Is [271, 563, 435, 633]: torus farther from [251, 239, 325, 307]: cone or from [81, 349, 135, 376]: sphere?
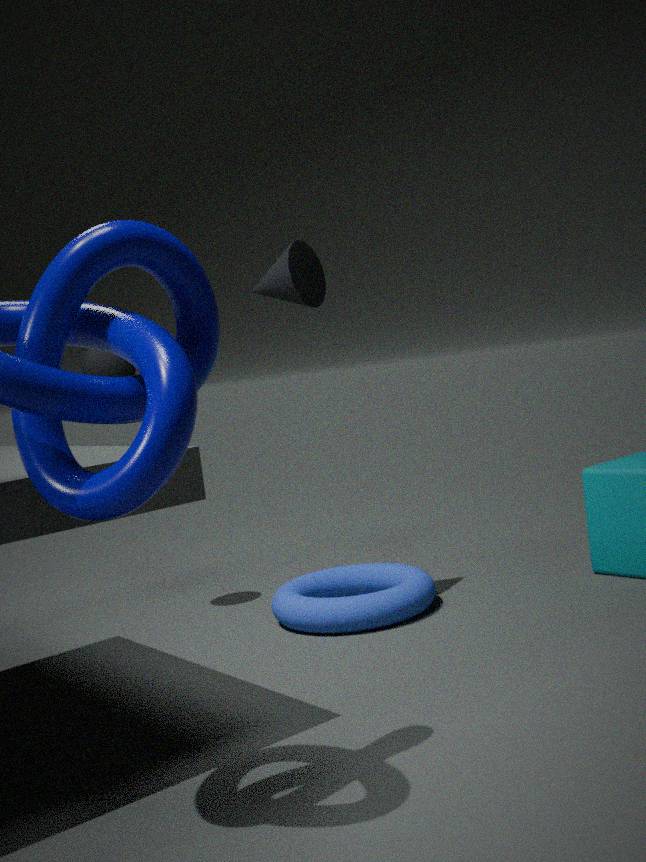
[251, 239, 325, 307]: cone
